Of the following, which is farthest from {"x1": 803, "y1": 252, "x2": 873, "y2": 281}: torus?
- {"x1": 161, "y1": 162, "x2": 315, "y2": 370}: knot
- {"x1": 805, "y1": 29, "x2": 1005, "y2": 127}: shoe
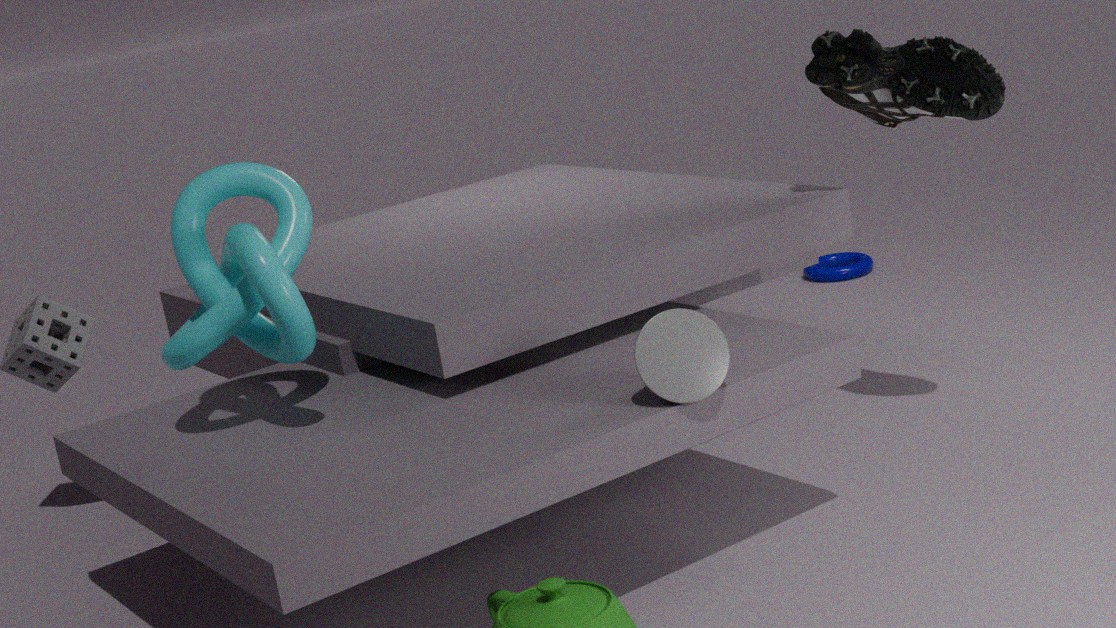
{"x1": 161, "y1": 162, "x2": 315, "y2": 370}: knot
